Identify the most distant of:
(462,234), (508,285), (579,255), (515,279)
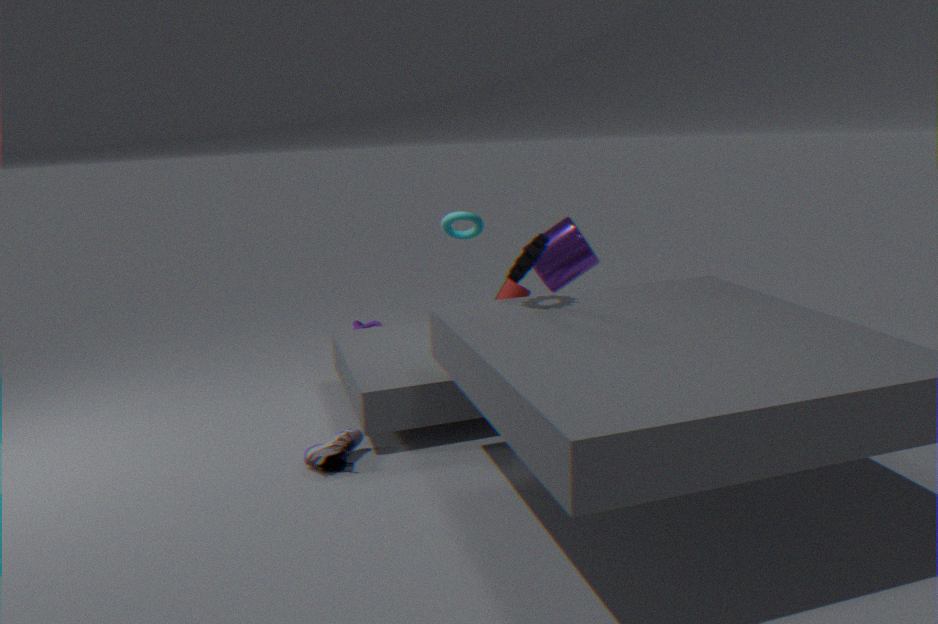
(462,234)
